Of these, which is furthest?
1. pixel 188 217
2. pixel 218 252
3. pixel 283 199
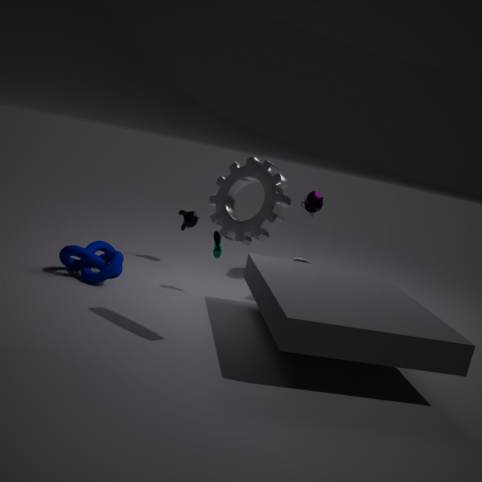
pixel 188 217
